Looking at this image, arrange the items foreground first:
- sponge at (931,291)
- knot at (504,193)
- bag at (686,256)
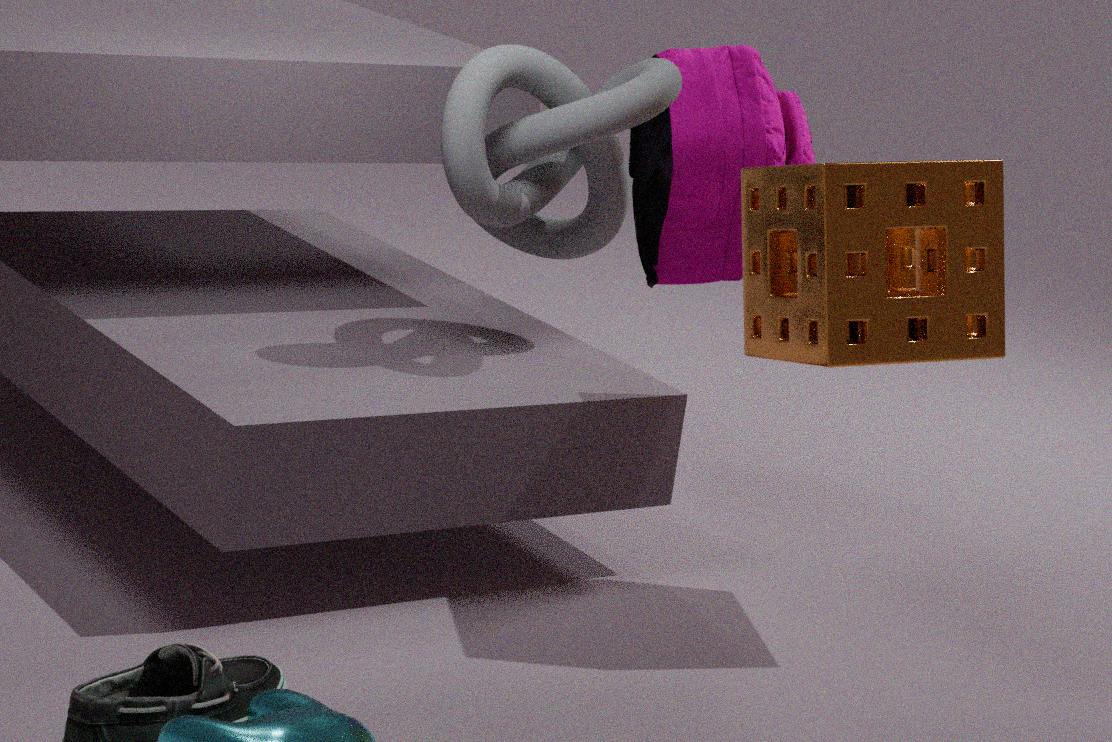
sponge at (931,291) → knot at (504,193) → bag at (686,256)
